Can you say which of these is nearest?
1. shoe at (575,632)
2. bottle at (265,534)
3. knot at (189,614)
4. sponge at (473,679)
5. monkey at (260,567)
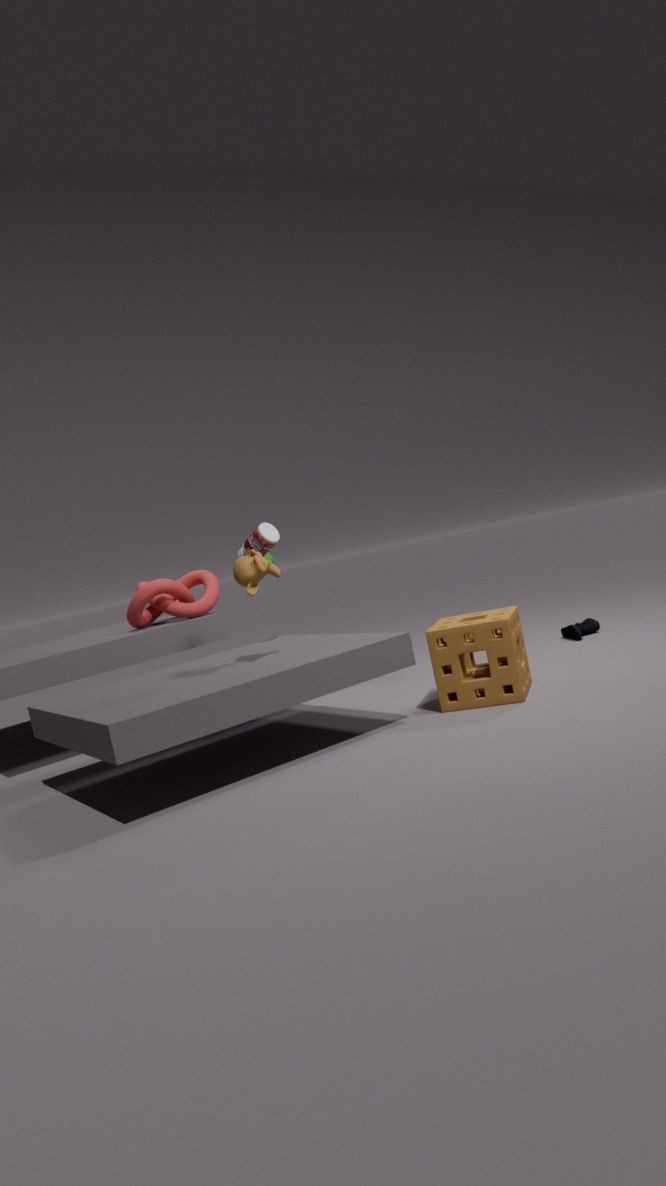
monkey at (260,567)
